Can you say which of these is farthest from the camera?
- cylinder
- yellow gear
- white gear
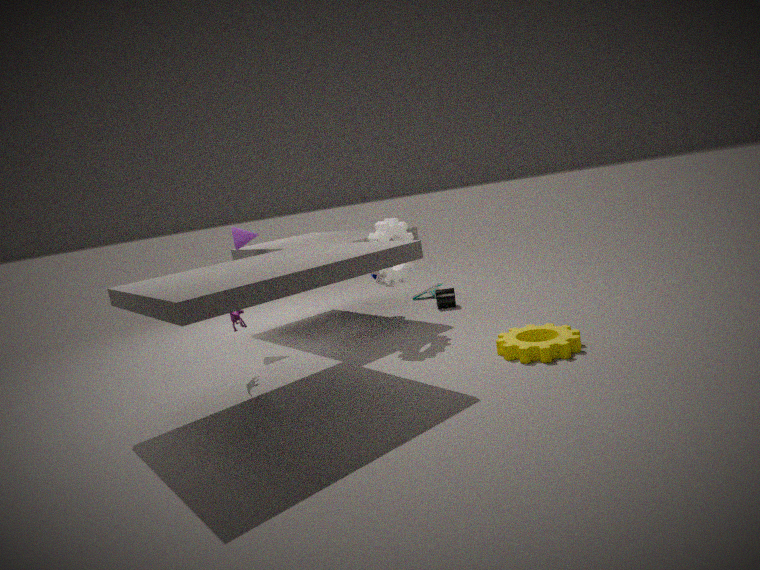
cylinder
